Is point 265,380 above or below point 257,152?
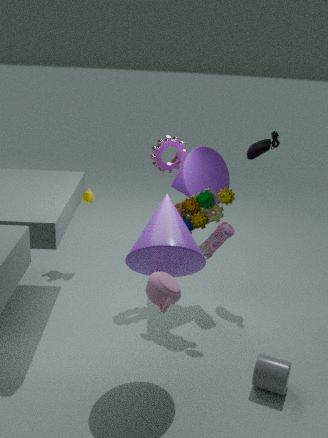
A: below
